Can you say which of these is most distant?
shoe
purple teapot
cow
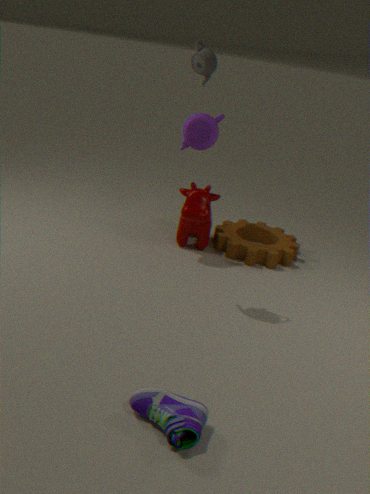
cow
